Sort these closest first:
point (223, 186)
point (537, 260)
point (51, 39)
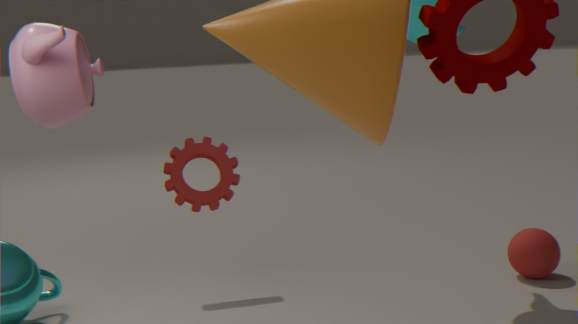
point (51, 39)
point (537, 260)
point (223, 186)
